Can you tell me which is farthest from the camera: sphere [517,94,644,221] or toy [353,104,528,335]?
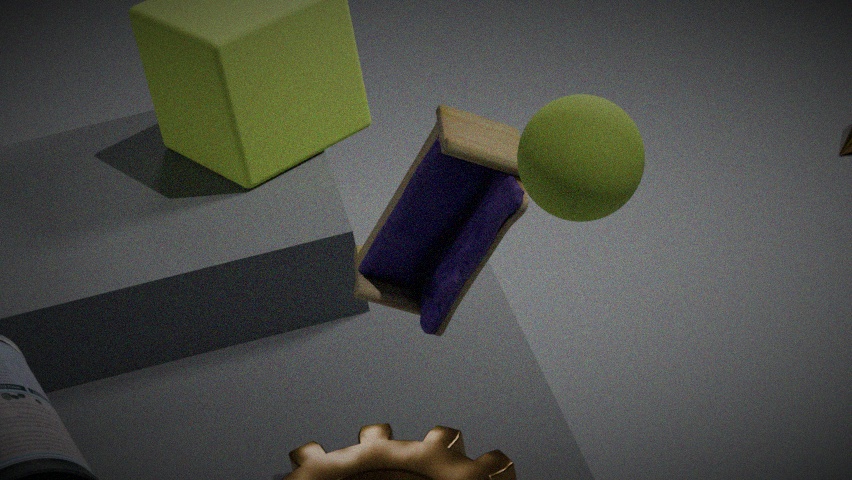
toy [353,104,528,335]
